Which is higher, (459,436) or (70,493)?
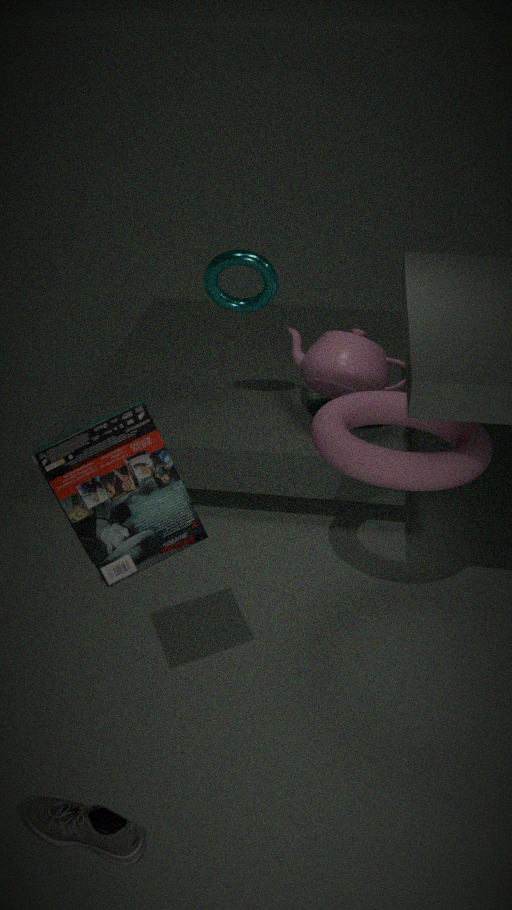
(70,493)
